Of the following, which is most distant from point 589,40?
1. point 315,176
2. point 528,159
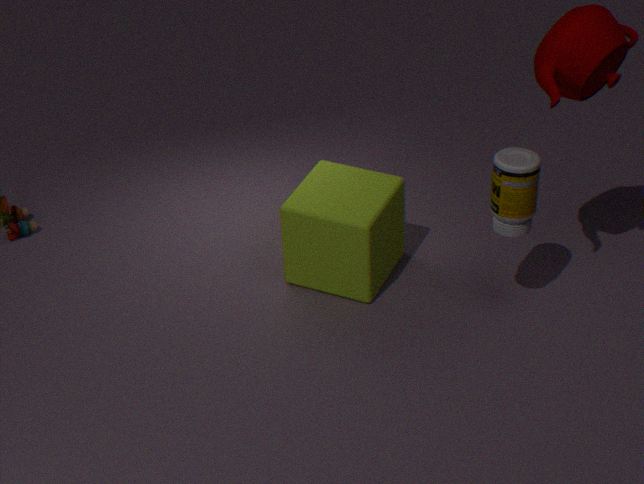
point 315,176
